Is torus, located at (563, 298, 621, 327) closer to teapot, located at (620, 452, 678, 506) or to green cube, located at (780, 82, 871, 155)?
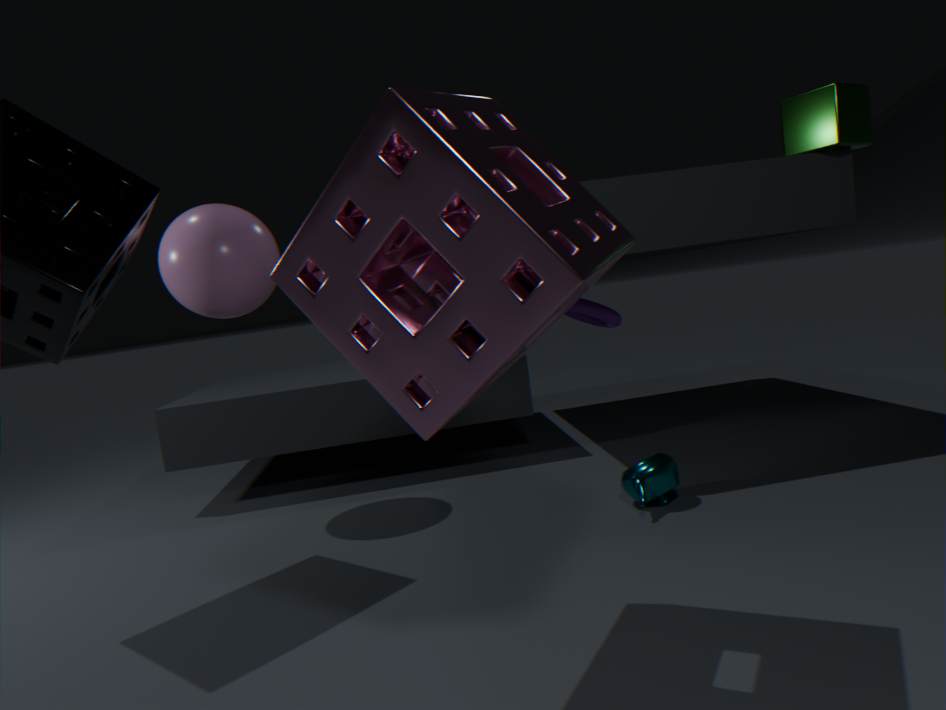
teapot, located at (620, 452, 678, 506)
